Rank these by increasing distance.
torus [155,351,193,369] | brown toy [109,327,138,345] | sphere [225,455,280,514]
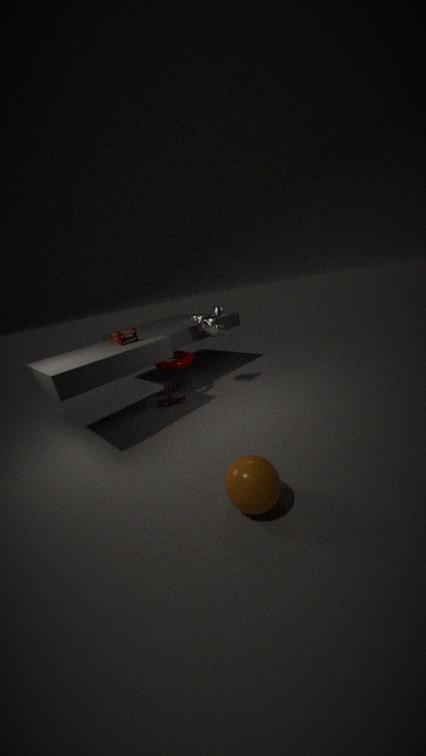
sphere [225,455,280,514] → brown toy [109,327,138,345] → torus [155,351,193,369]
